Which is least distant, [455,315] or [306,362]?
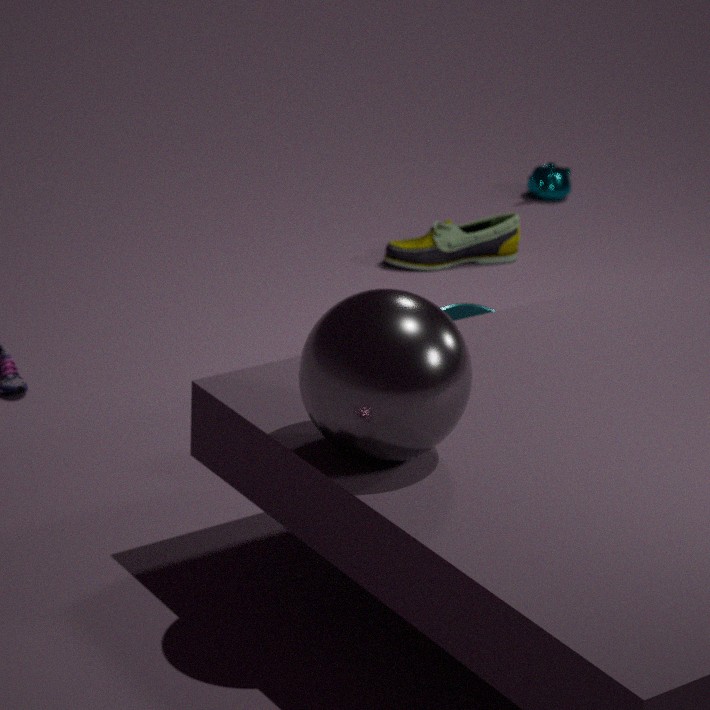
[306,362]
